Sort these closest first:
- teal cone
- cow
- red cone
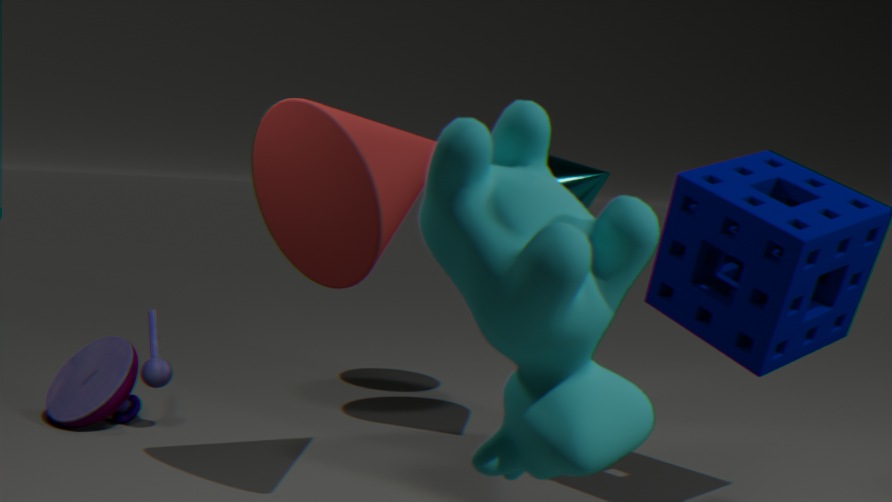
cow → red cone → teal cone
